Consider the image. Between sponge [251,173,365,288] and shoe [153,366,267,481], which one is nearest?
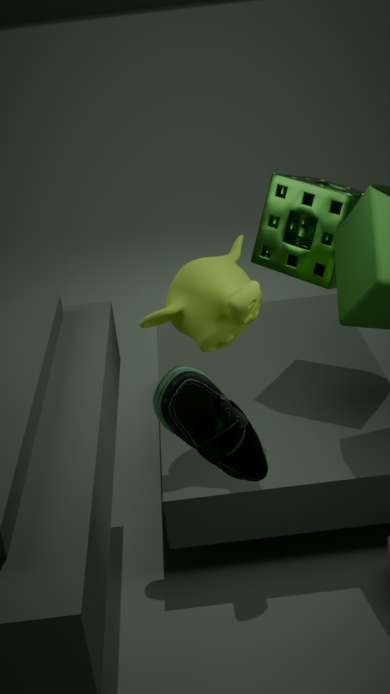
shoe [153,366,267,481]
